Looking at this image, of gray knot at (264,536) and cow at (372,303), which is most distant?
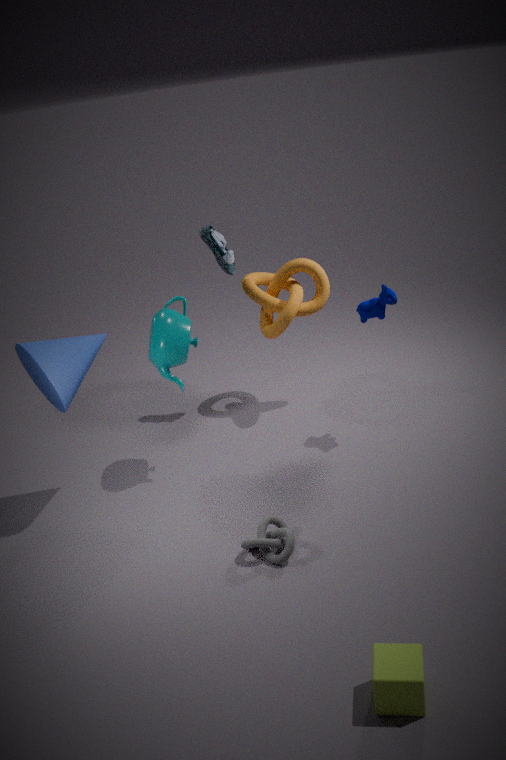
cow at (372,303)
